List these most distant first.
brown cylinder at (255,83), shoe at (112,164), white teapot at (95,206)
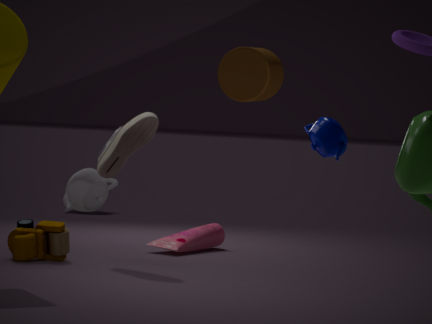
white teapot at (95,206) → shoe at (112,164) → brown cylinder at (255,83)
